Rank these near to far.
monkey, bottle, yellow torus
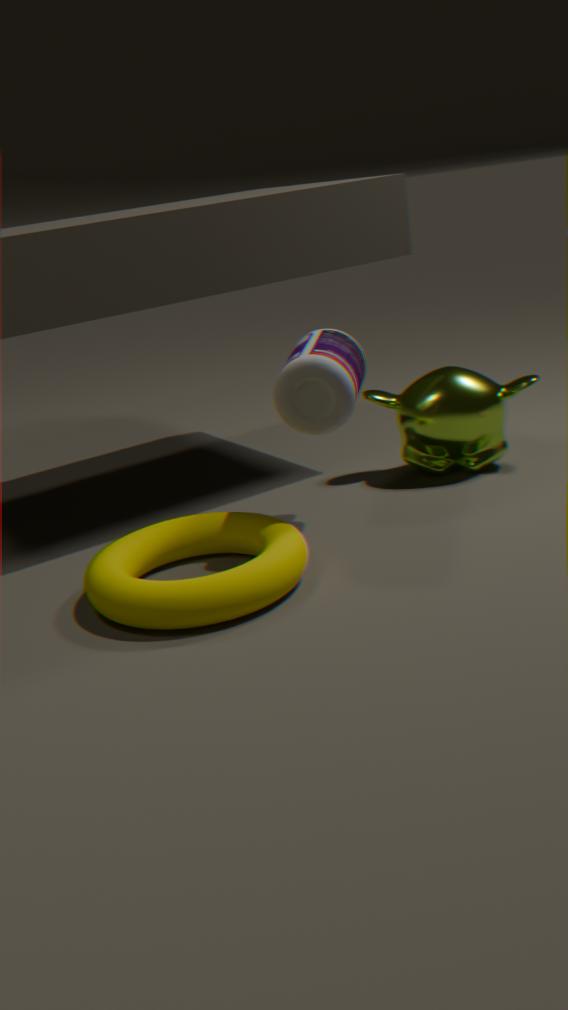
yellow torus → bottle → monkey
